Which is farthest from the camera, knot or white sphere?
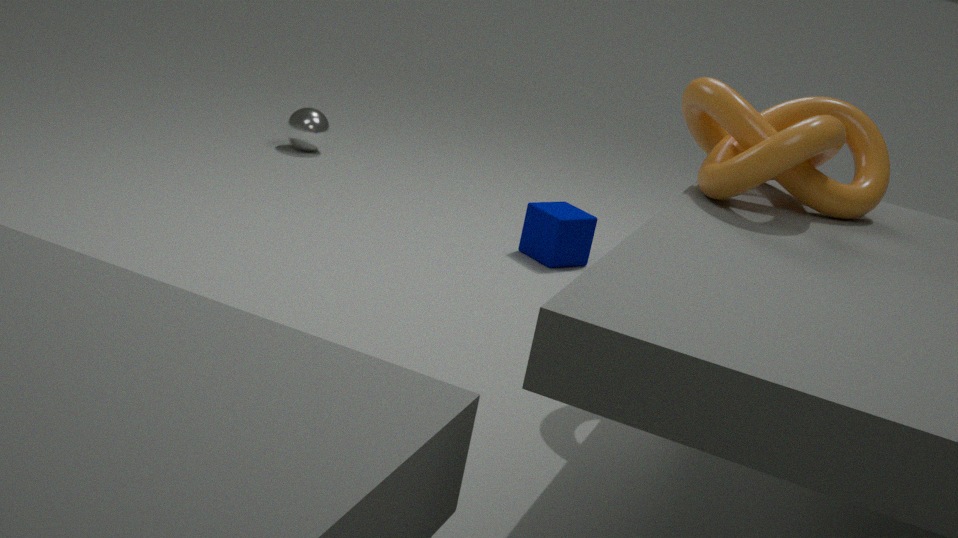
white sphere
